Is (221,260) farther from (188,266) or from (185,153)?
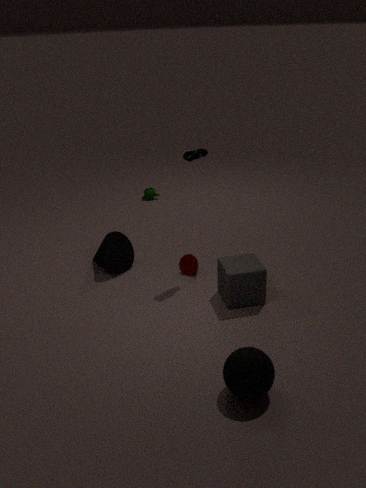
(185,153)
